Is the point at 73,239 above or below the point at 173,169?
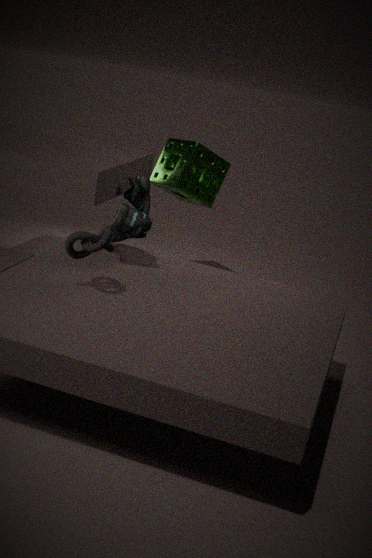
below
